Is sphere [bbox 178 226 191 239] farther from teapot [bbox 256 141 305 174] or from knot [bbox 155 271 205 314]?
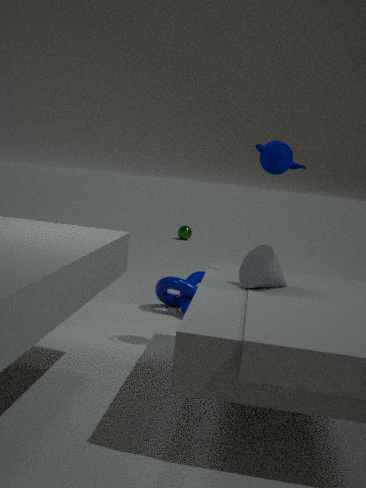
teapot [bbox 256 141 305 174]
